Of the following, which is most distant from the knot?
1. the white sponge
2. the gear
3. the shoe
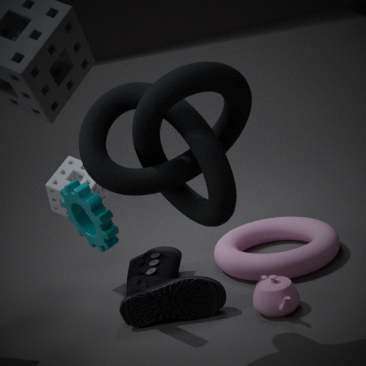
the white sponge
